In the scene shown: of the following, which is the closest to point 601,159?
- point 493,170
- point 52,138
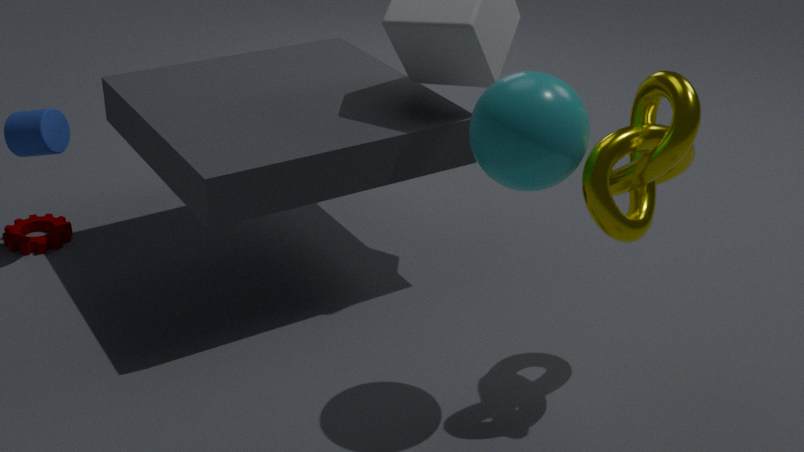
point 493,170
